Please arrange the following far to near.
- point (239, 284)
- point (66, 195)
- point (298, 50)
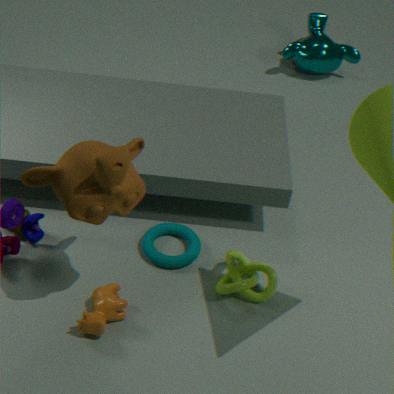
point (298, 50) < point (239, 284) < point (66, 195)
